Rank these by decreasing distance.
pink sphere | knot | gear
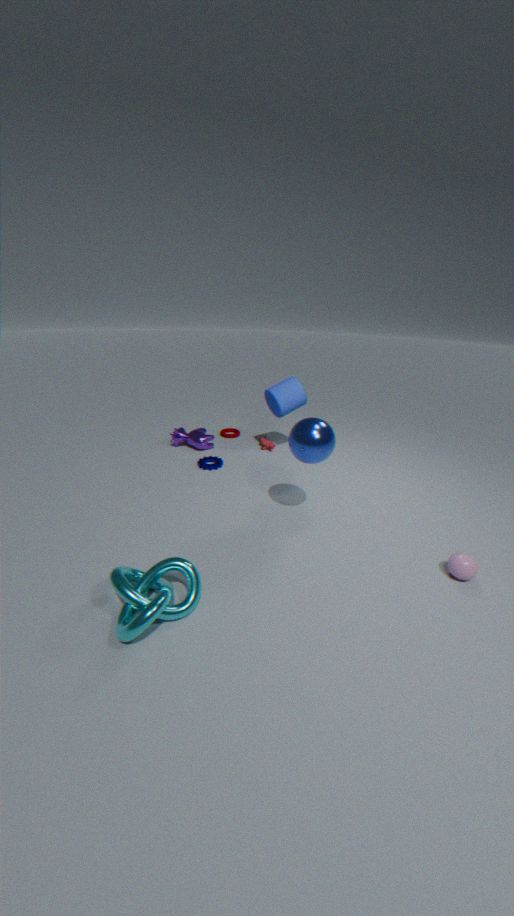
1. gear
2. pink sphere
3. knot
